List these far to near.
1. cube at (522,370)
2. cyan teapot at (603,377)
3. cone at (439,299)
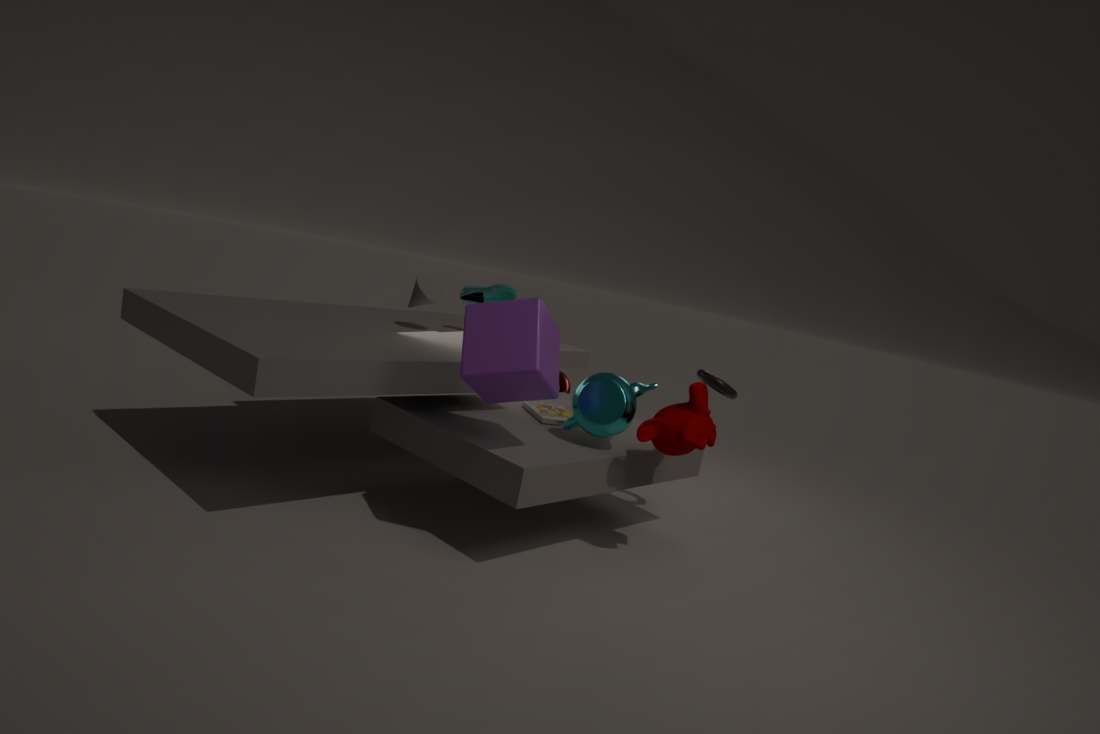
cone at (439,299) → cyan teapot at (603,377) → cube at (522,370)
